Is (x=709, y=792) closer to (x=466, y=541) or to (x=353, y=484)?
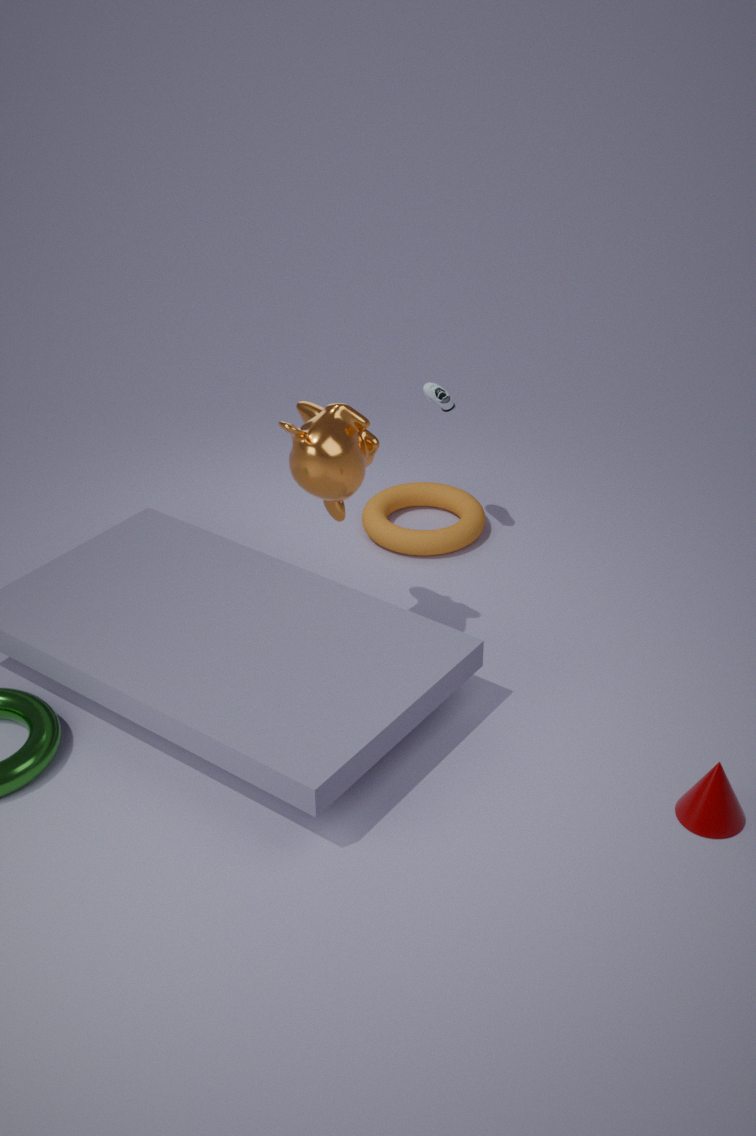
(x=353, y=484)
